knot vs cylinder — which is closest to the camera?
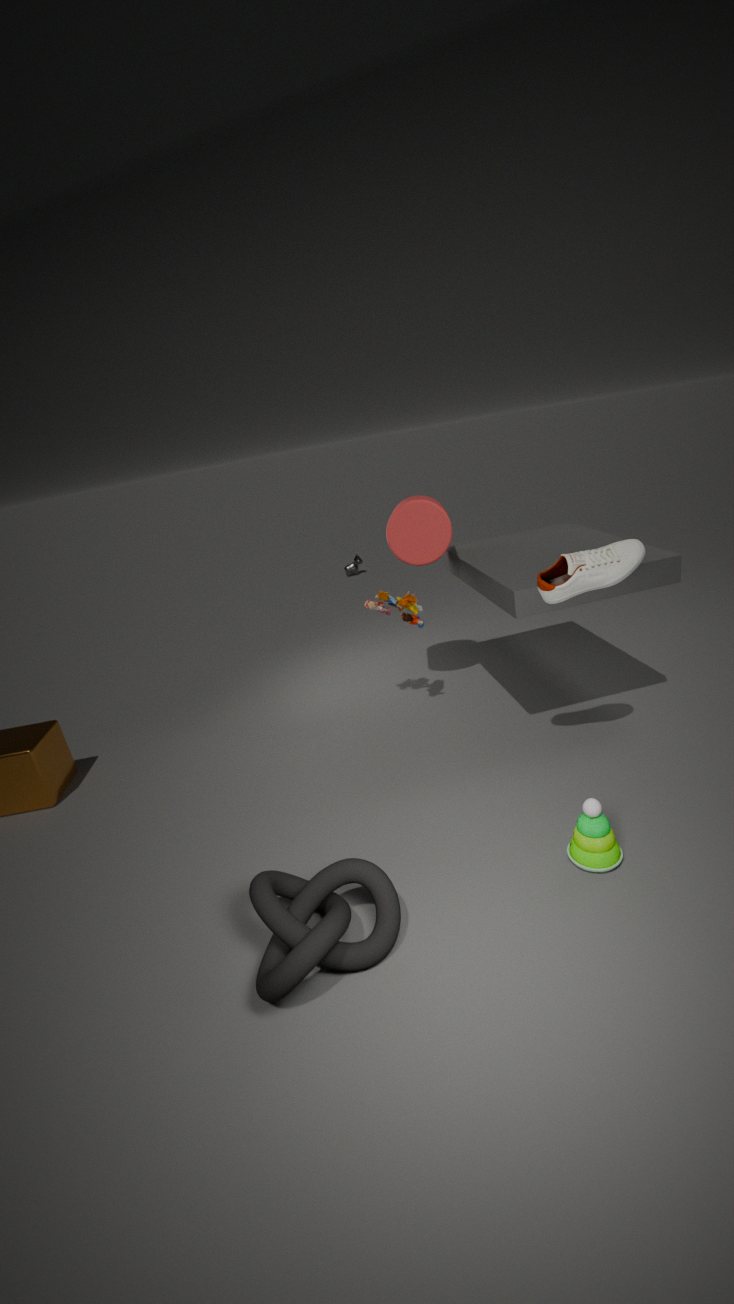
knot
